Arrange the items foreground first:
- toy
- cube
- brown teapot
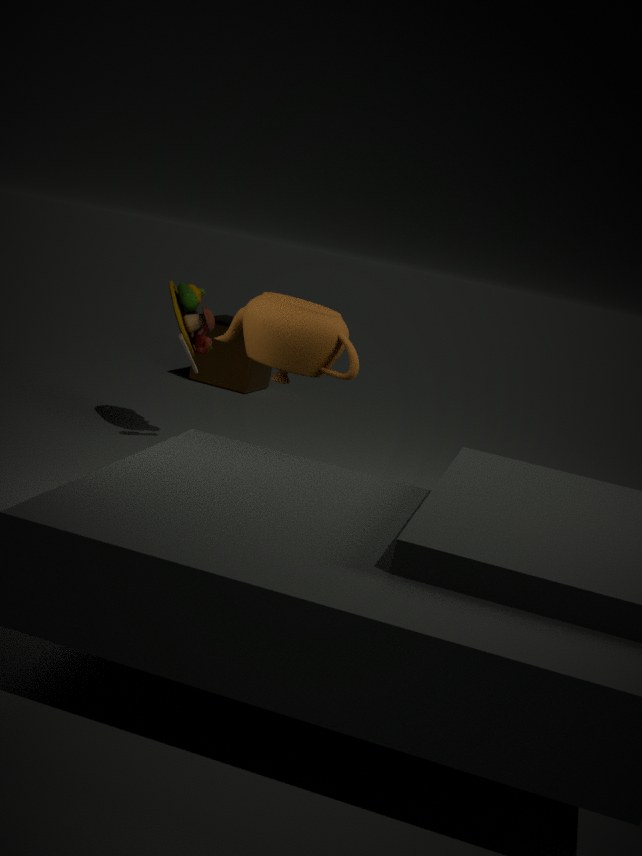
brown teapot, toy, cube
